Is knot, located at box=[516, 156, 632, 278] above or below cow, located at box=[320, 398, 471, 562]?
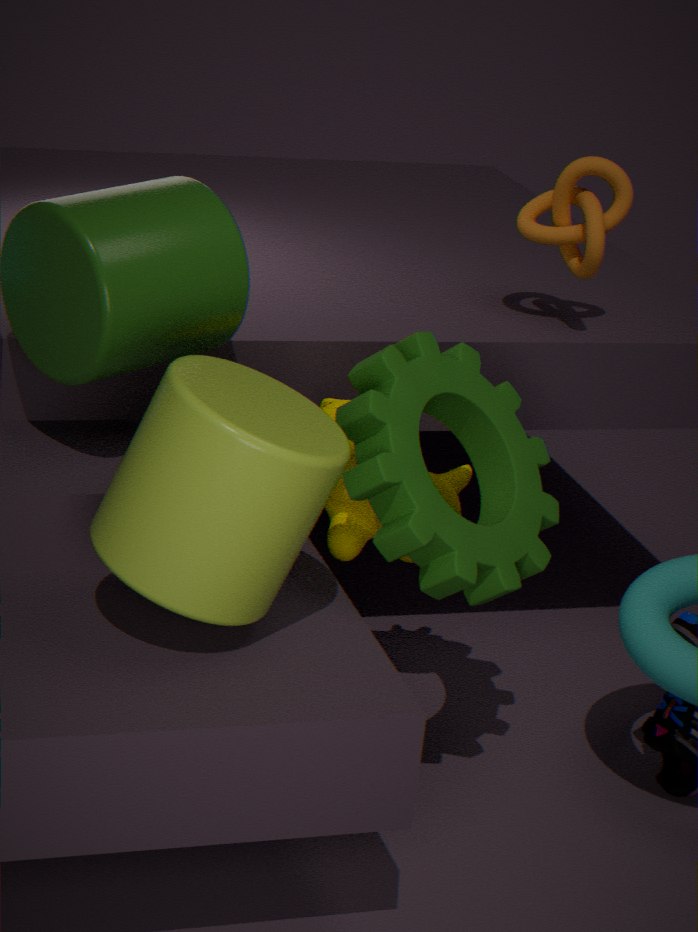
above
